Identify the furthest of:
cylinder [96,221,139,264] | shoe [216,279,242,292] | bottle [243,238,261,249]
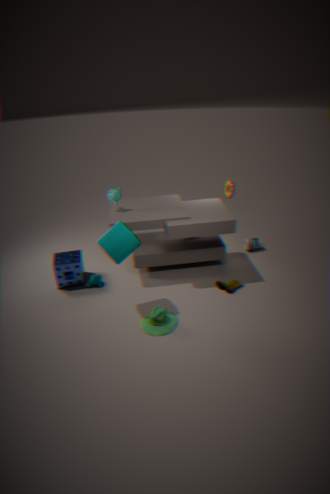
bottle [243,238,261,249]
